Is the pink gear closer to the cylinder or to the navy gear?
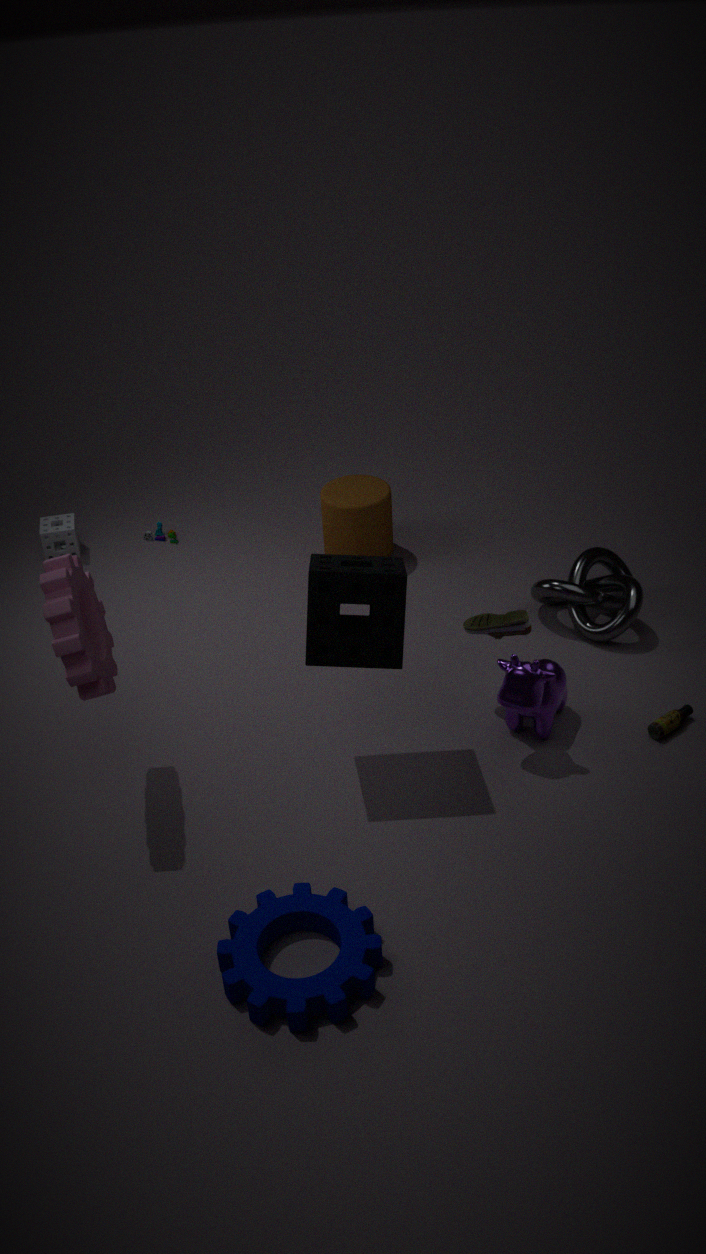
the navy gear
